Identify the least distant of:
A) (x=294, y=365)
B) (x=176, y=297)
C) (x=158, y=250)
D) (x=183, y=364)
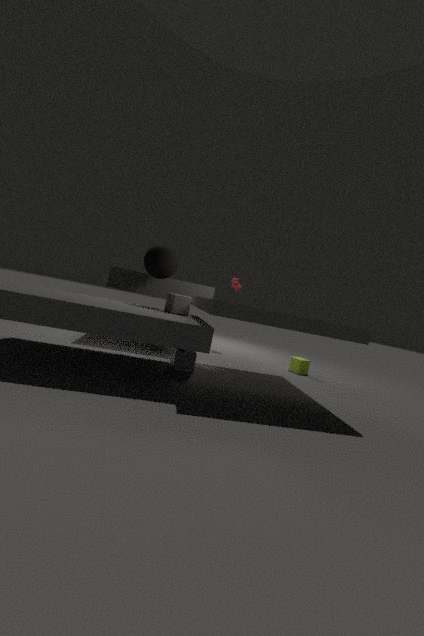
(x=176, y=297)
